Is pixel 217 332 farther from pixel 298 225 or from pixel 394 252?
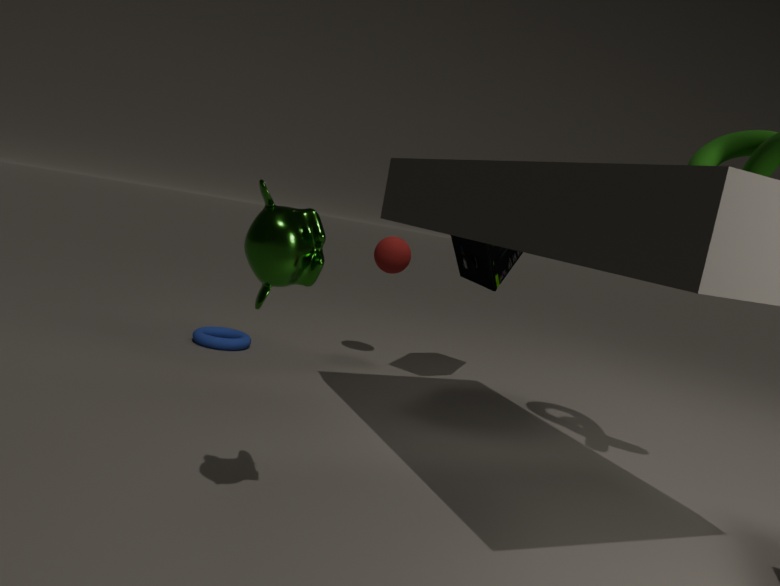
pixel 298 225
